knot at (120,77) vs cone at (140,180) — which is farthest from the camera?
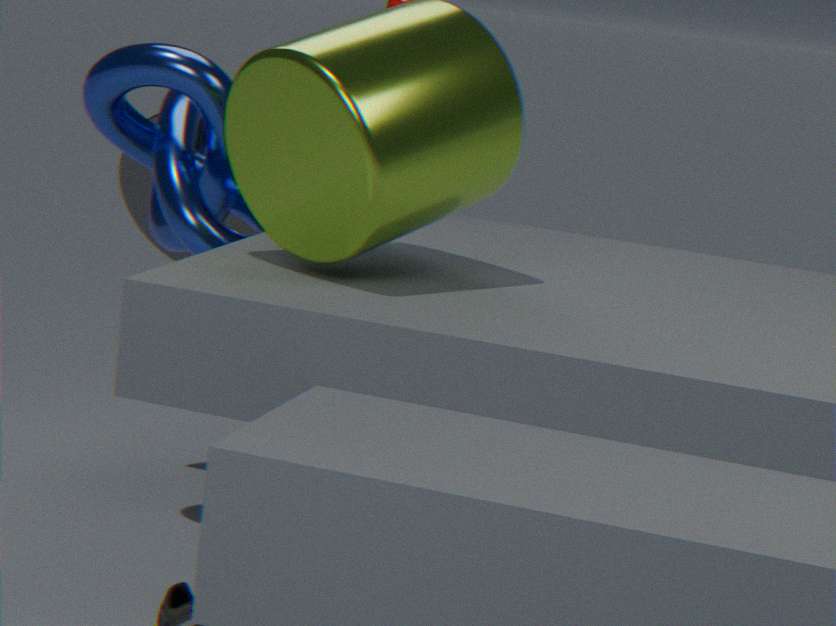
cone at (140,180)
